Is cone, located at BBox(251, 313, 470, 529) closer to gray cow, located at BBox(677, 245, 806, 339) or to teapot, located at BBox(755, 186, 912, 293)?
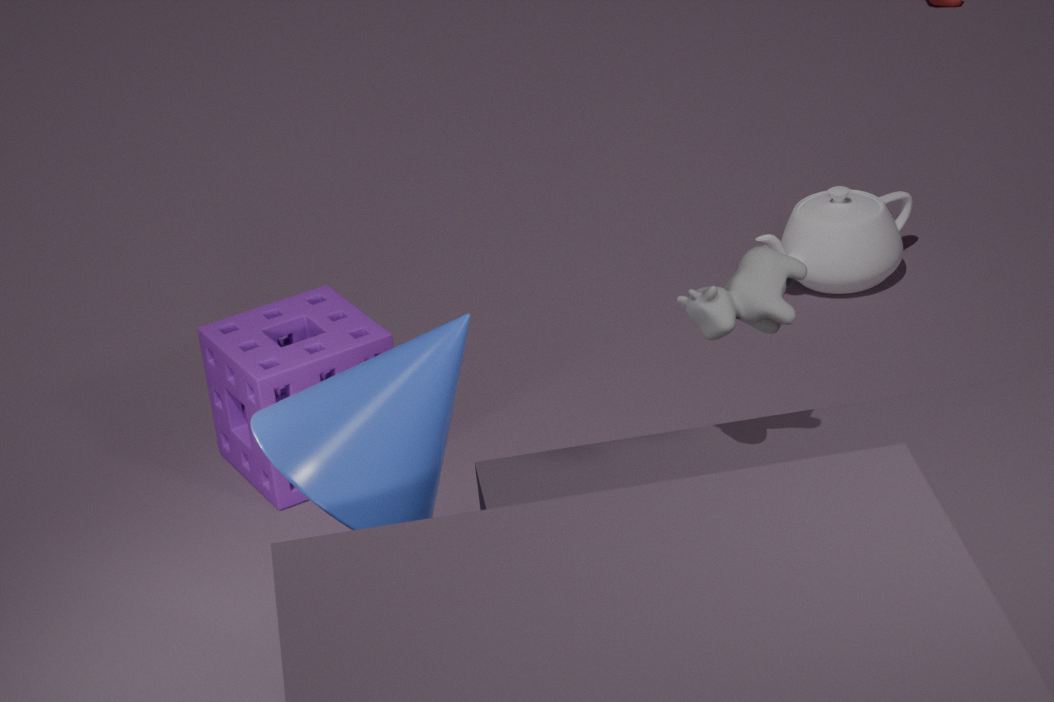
gray cow, located at BBox(677, 245, 806, 339)
